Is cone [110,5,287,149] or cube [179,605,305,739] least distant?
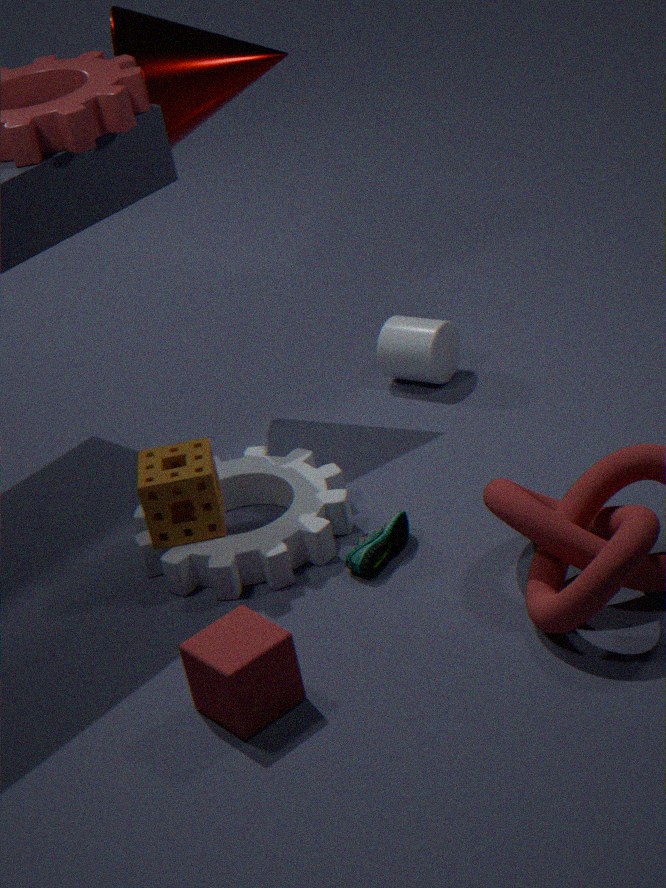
cube [179,605,305,739]
